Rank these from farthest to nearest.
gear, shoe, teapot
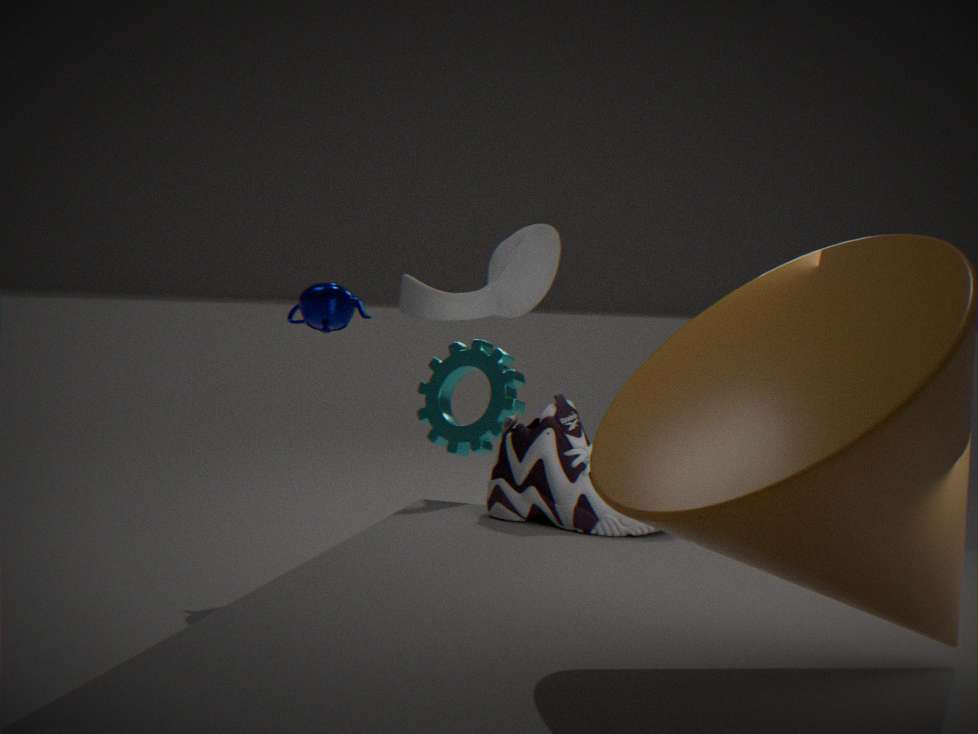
teapot → gear → shoe
